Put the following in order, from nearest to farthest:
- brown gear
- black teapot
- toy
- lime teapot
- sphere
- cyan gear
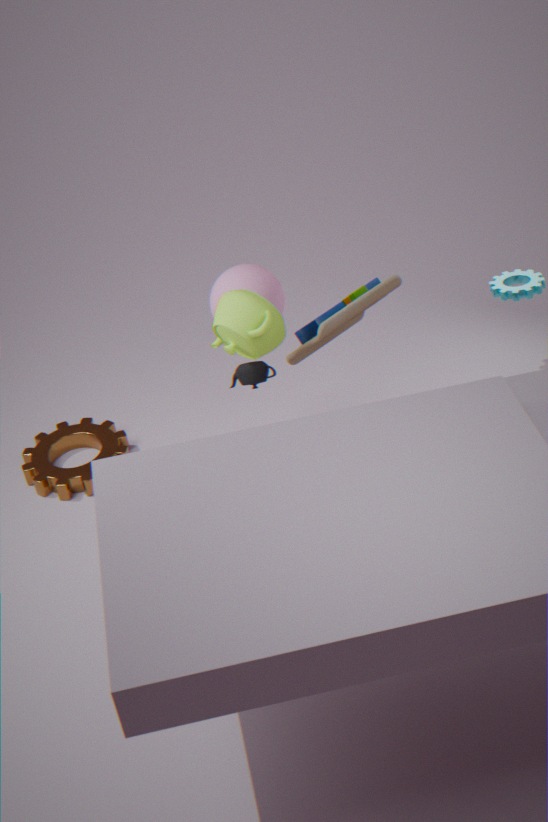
lime teapot, toy, sphere, black teapot, brown gear, cyan gear
